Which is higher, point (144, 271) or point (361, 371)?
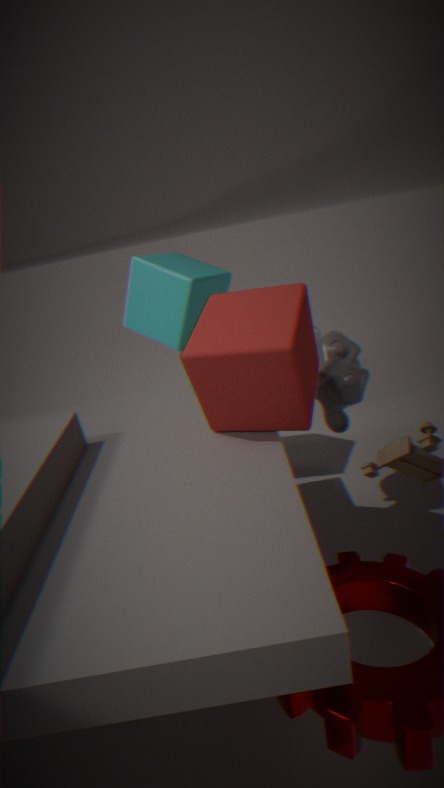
point (144, 271)
